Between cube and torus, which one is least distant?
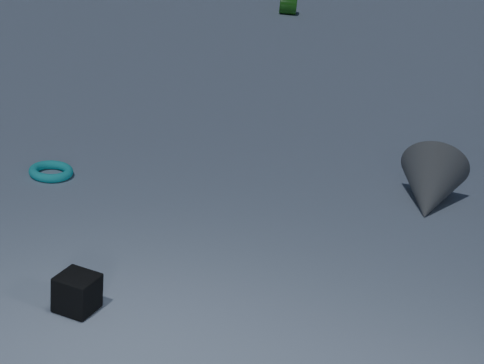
cube
